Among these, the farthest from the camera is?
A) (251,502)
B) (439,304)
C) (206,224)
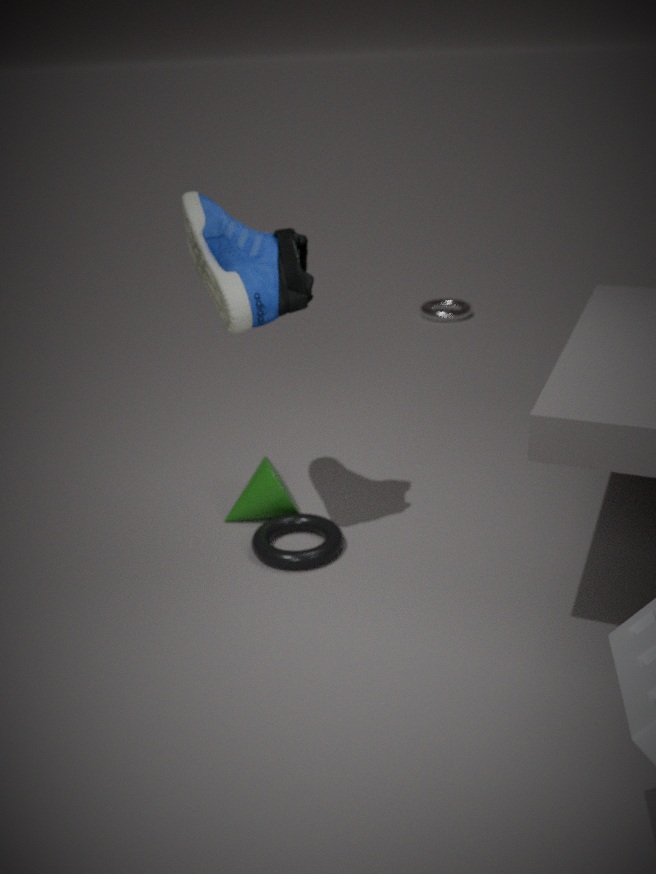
(439,304)
